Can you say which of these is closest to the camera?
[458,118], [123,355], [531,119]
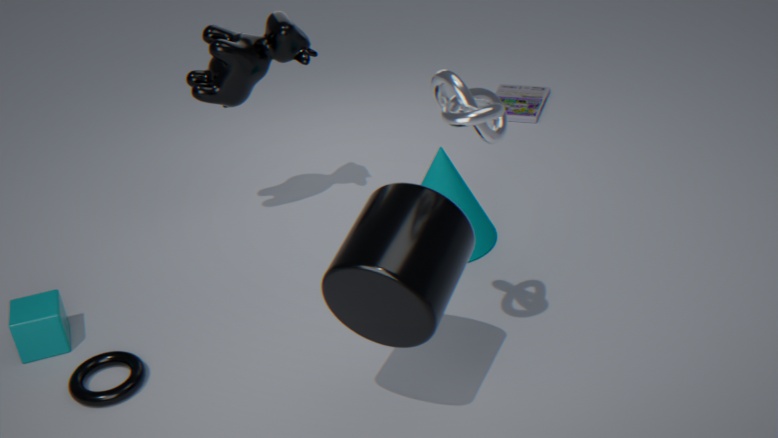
[458,118]
